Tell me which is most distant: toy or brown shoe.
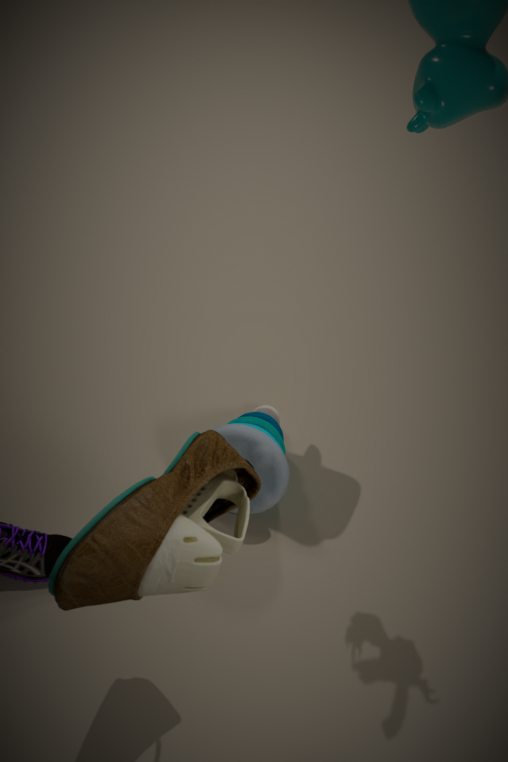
toy
